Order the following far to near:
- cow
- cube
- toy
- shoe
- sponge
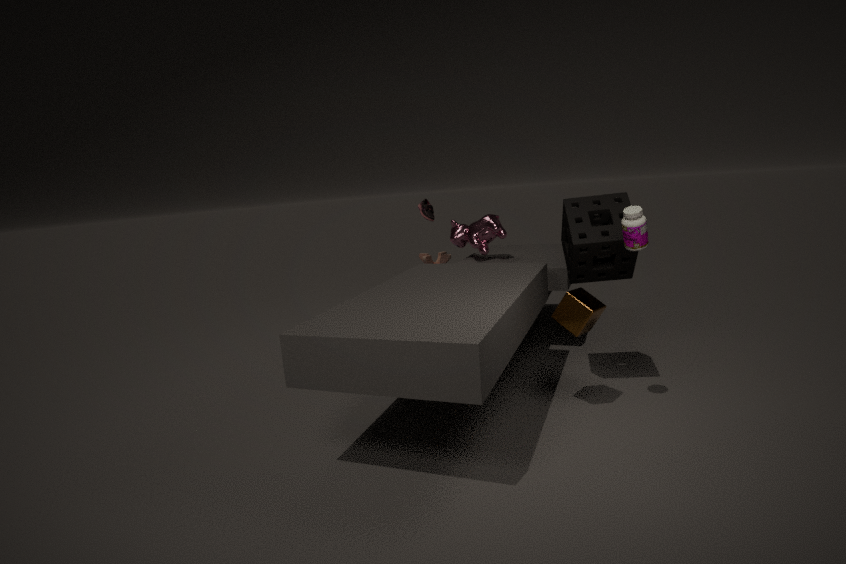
toy < shoe < cow < sponge < cube
